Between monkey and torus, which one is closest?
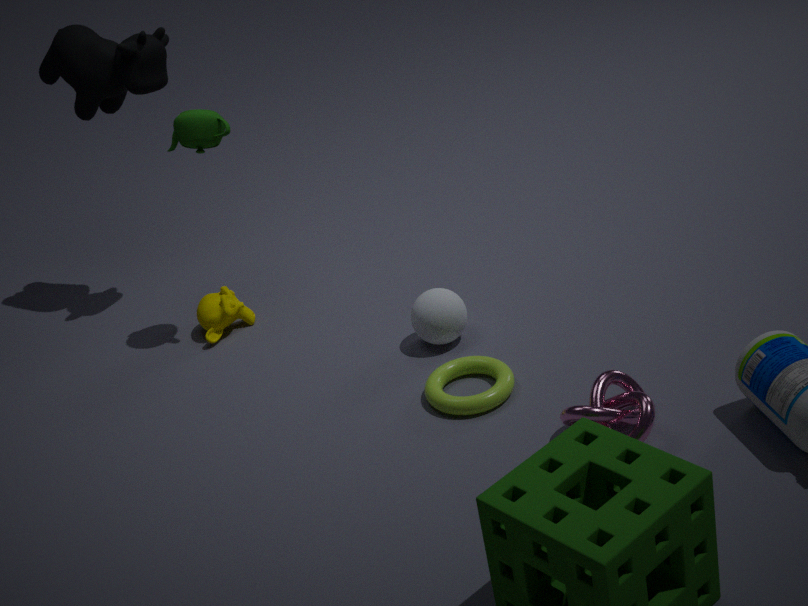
torus
